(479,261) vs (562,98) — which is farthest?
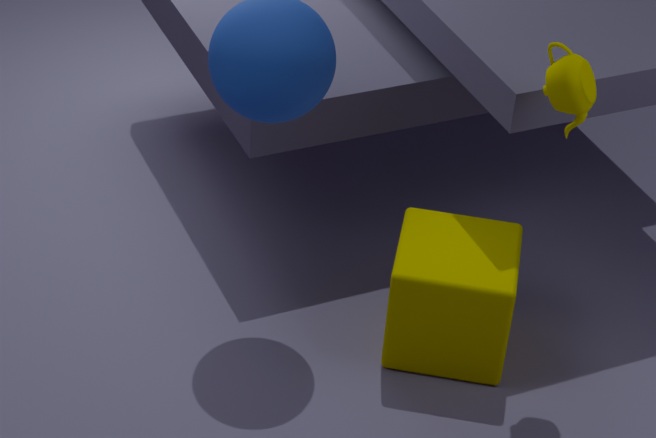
(479,261)
